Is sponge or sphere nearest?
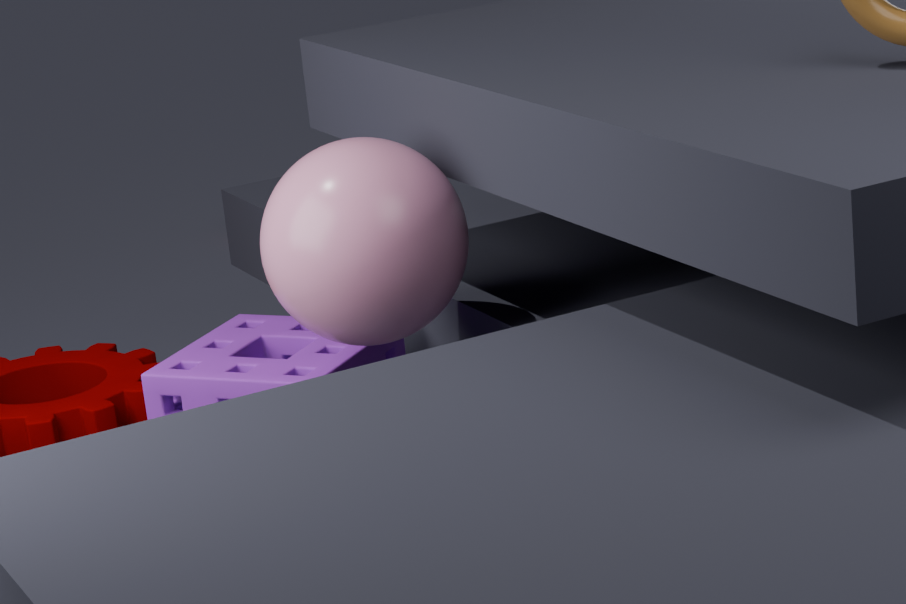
sphere
